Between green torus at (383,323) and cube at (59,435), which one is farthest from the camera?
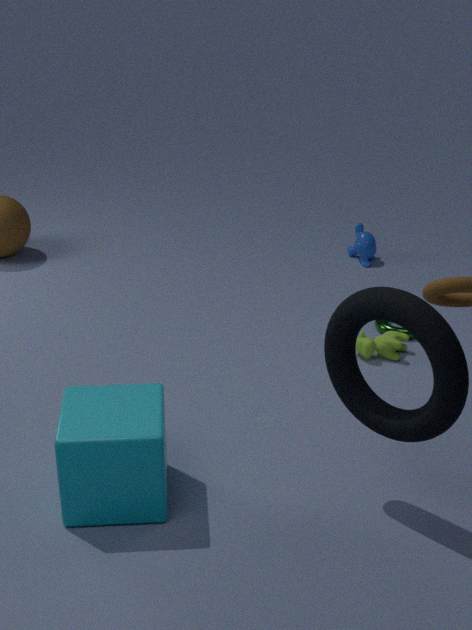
green torus at (383,323)
